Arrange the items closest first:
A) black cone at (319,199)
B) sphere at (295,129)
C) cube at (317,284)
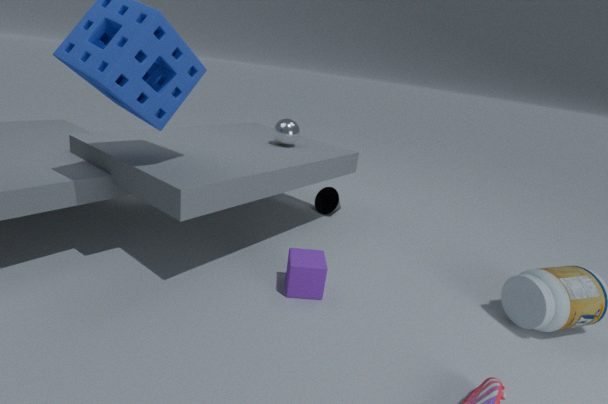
1. cube at (317,284)
2. sphere at (295,129)
3. black cone at (319,199)
